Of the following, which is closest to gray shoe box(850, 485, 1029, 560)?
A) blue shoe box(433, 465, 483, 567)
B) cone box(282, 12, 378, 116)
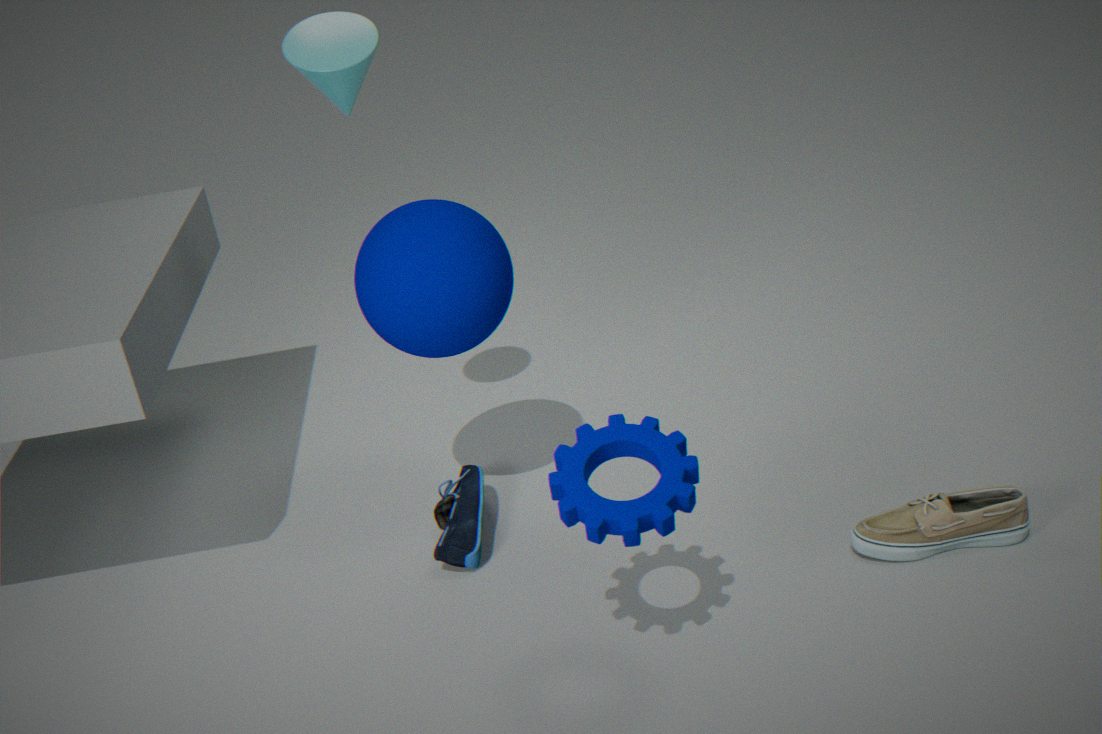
blue shoe box(433, 465, 483, 567)
